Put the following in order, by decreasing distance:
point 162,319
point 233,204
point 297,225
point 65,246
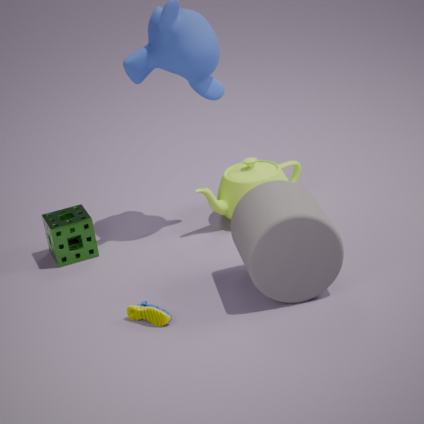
point 233,204, point 65,246, point 162,319, point 297,225
